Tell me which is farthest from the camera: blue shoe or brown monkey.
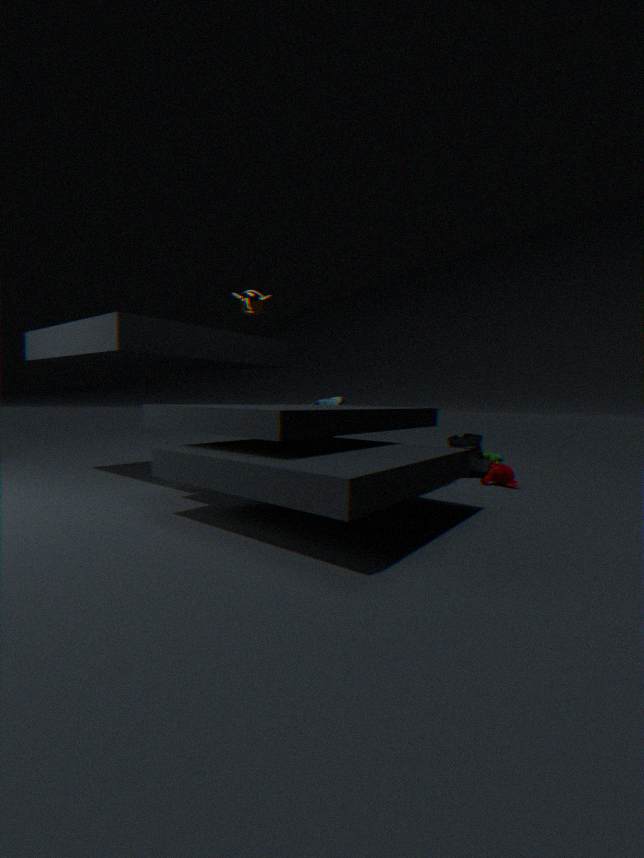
blue shoe
